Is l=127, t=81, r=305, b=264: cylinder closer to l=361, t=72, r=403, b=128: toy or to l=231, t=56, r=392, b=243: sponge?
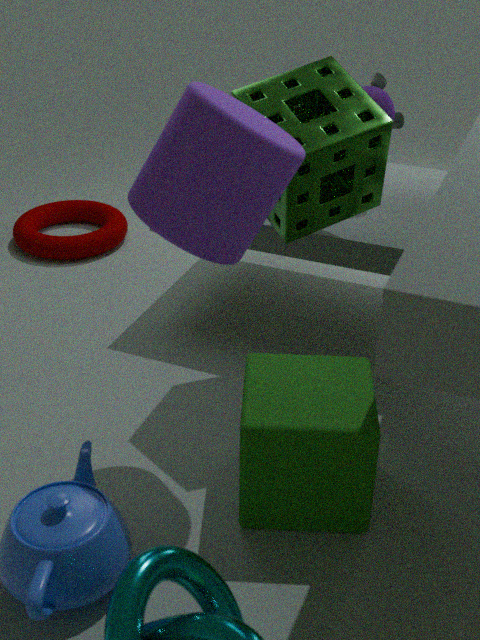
l=231, t=56, r=392, b=243: sponge
